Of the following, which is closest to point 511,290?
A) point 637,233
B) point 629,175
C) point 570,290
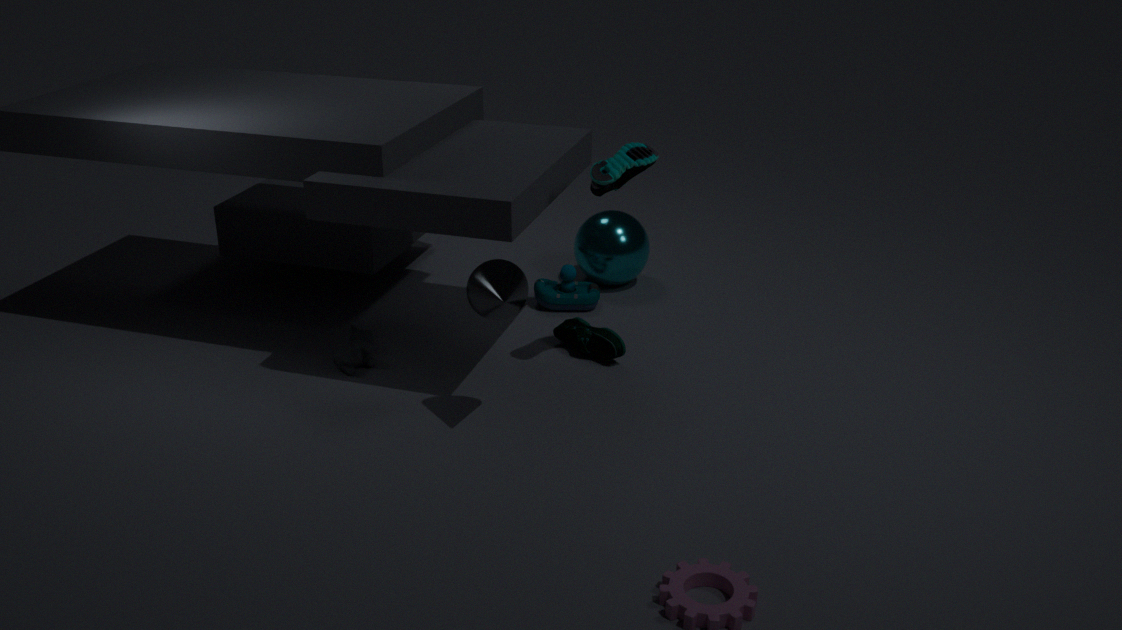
point 629,175
